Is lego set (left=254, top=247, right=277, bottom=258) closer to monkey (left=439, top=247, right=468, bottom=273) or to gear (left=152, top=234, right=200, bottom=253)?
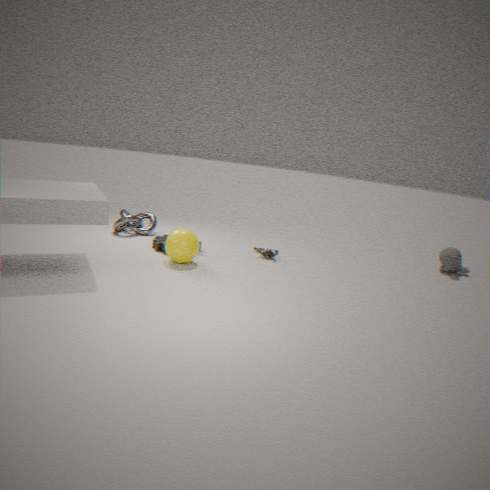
gear (left=152, top=234, right=200, bottom=253)
